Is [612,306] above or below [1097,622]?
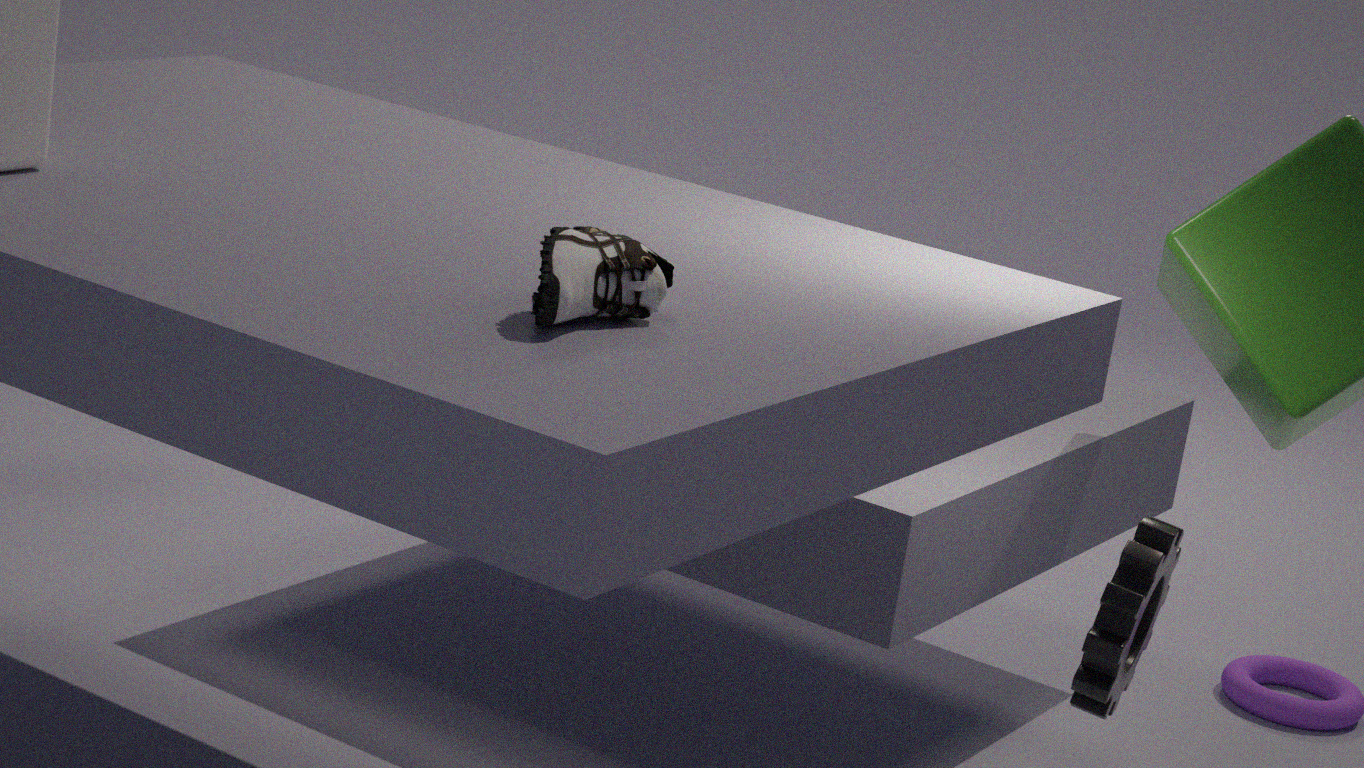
above
